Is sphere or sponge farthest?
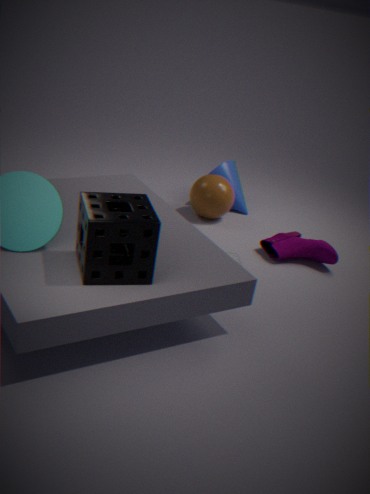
sphere
